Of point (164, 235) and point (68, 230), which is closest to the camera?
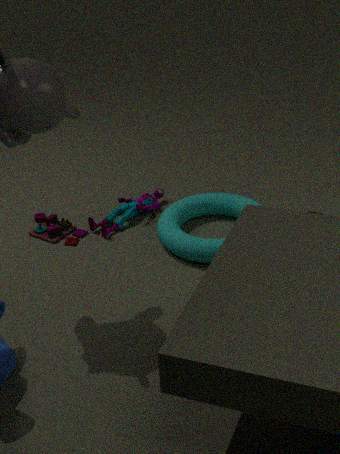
point (164, 235)
